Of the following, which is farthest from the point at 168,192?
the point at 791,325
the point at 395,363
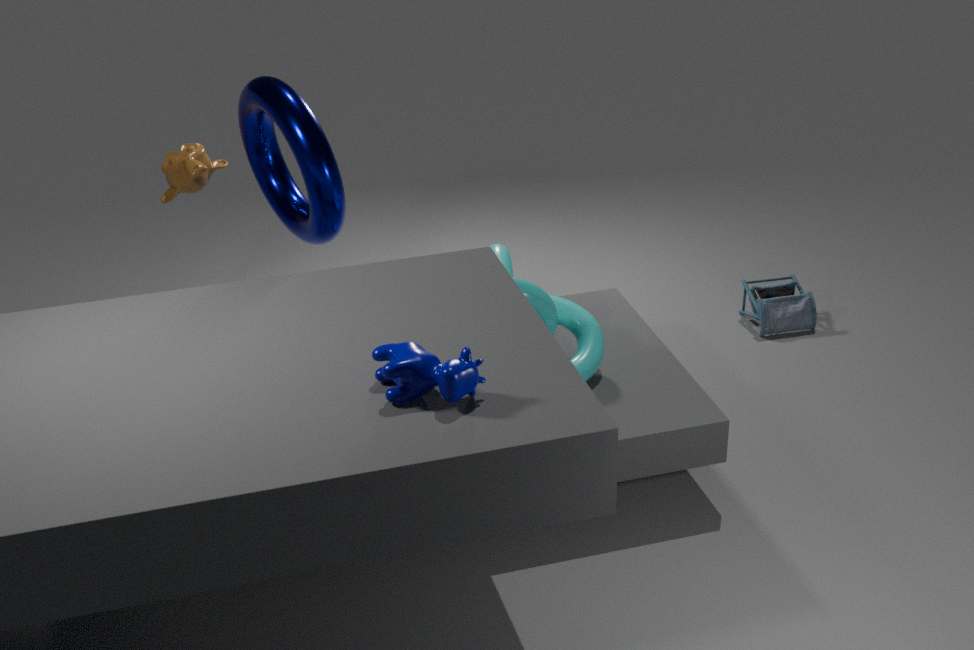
the point at 791,325
